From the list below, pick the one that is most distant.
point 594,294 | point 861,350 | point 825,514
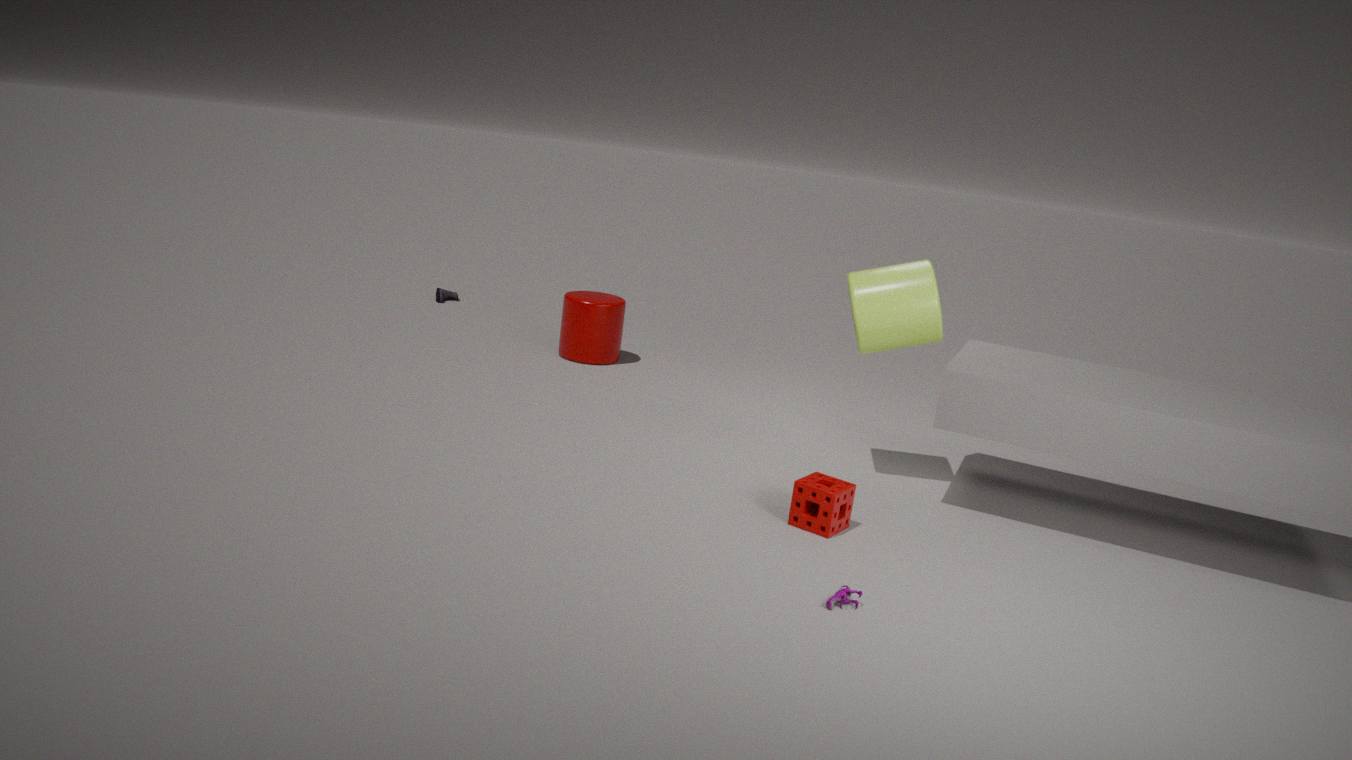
point 594,294
